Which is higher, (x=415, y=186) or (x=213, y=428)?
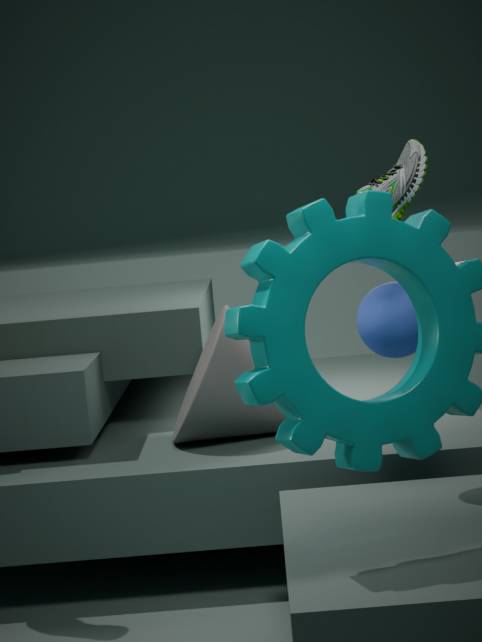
(x=415, y=186)
